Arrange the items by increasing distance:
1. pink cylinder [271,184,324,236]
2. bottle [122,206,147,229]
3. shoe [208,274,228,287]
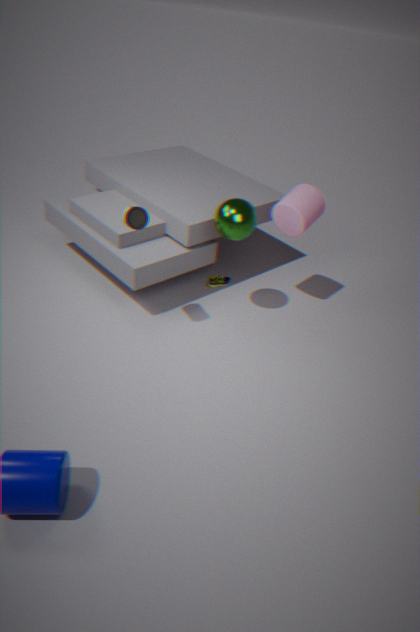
bottle [122,206,147,229]
pink cylinder [271,184,324,236]
shoe [208,274,228,287]
